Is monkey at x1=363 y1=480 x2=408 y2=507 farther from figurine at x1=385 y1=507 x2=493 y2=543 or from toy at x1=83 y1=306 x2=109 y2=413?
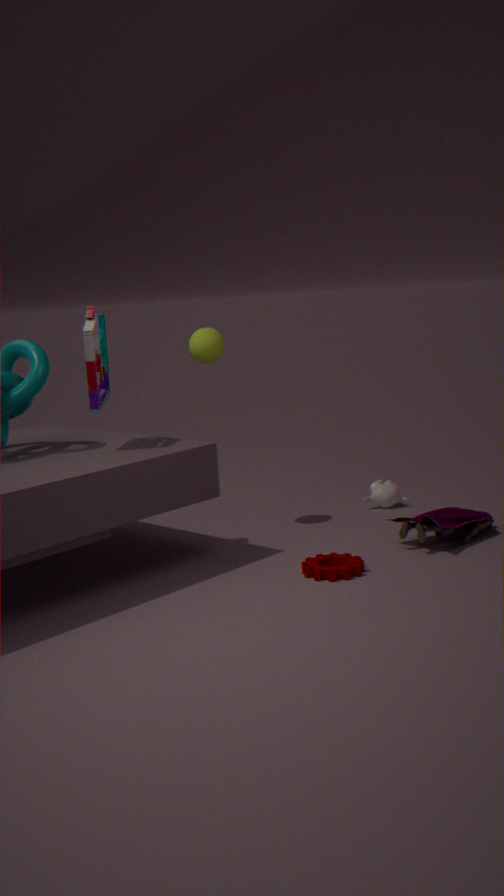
toy at x1=83 y1=306 x2=109 y2=413
